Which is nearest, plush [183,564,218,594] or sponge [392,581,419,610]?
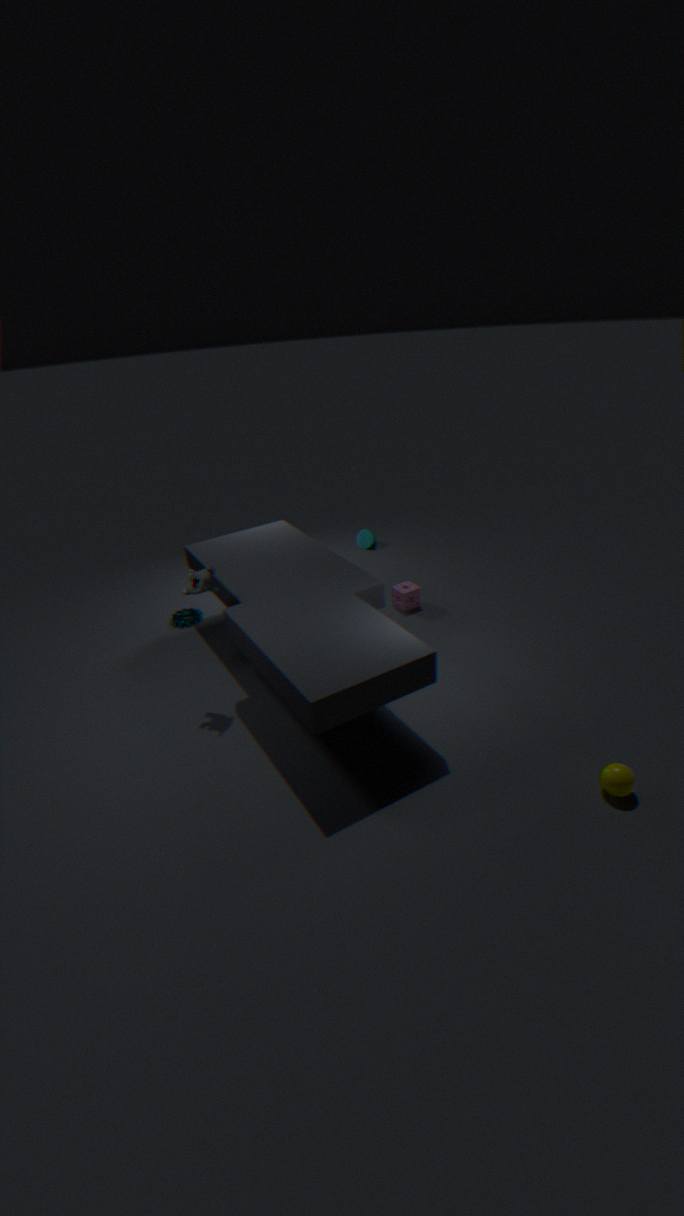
plush [183,564,218,594]
